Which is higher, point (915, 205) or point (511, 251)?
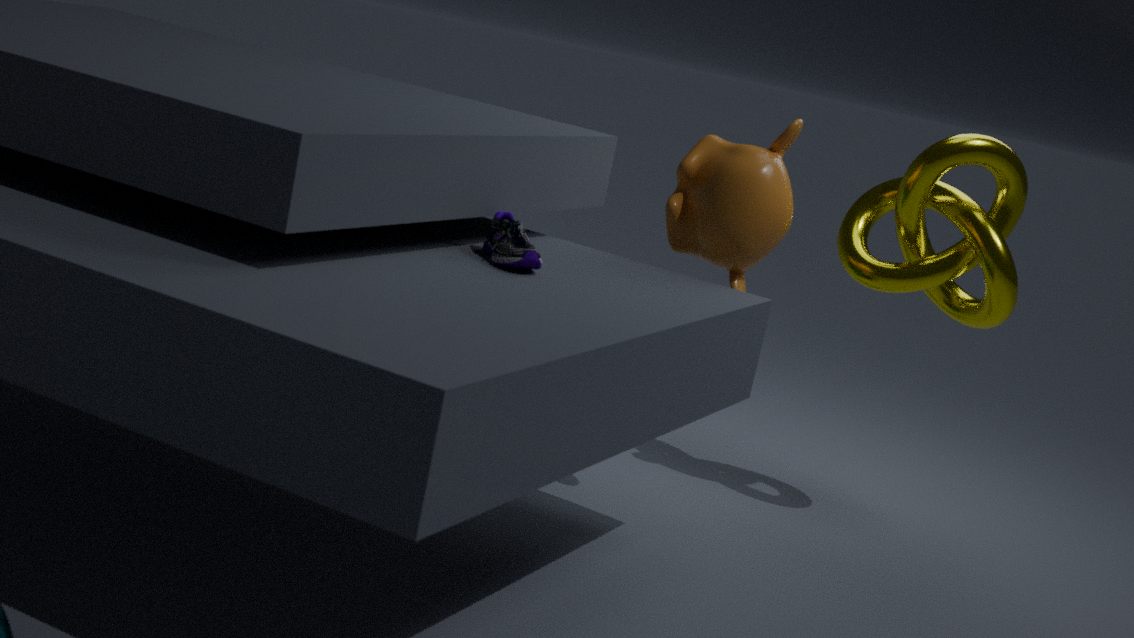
point (915, 205)
